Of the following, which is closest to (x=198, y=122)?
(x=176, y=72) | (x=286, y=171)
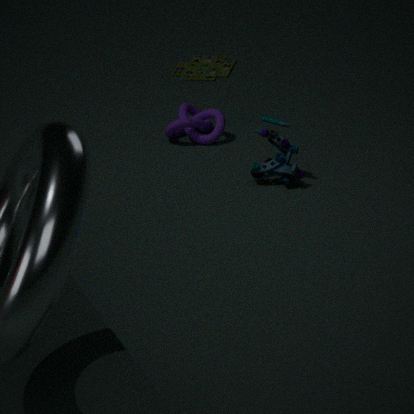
(x=286, y=171)
